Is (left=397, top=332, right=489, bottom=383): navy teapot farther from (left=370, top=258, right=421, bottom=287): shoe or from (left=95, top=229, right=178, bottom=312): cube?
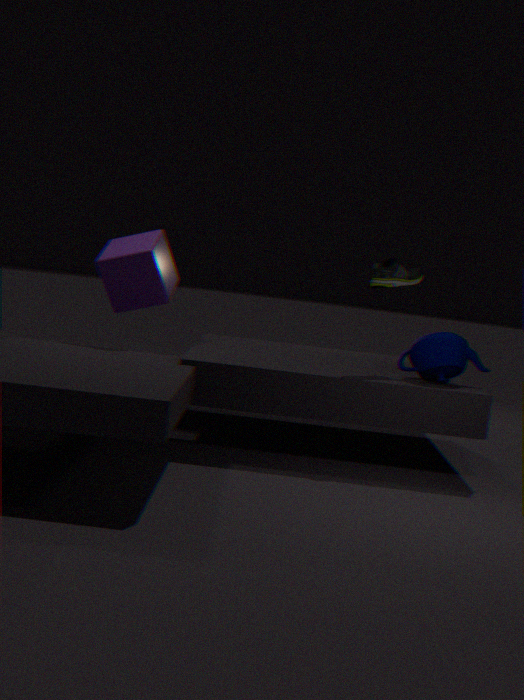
(left=95, top=229, right=178, bottom=312): cube
